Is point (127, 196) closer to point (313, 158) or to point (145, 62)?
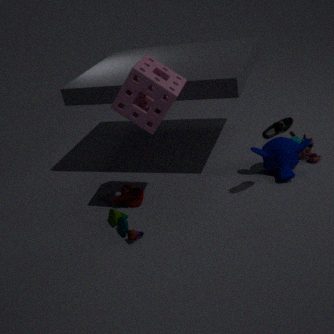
point (145, 62)
